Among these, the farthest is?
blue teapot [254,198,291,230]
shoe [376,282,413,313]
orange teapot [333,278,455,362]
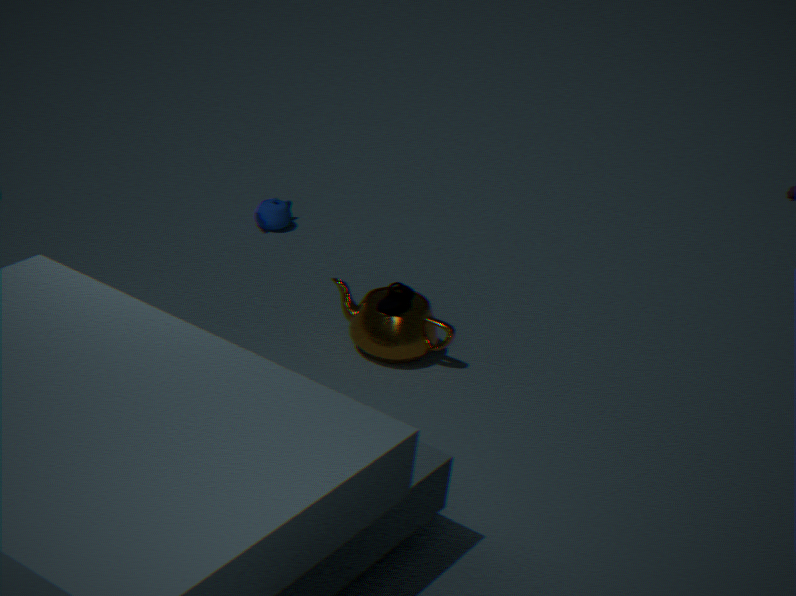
blue teapot [254,198,291,230]
